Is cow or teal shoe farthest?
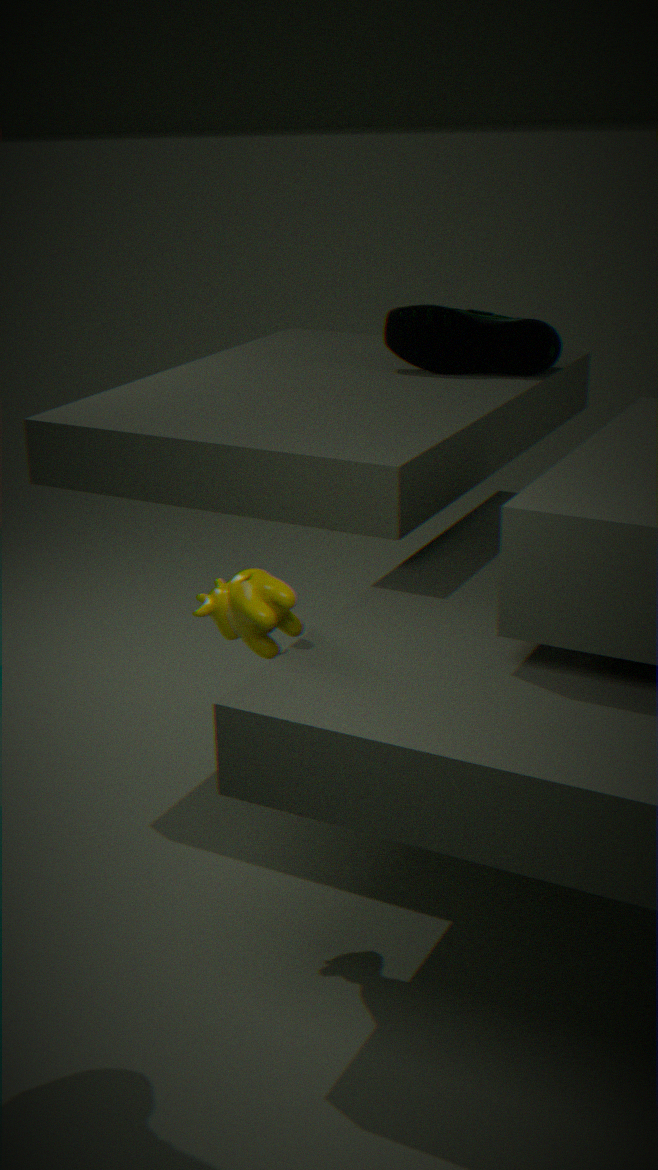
teal shoe
